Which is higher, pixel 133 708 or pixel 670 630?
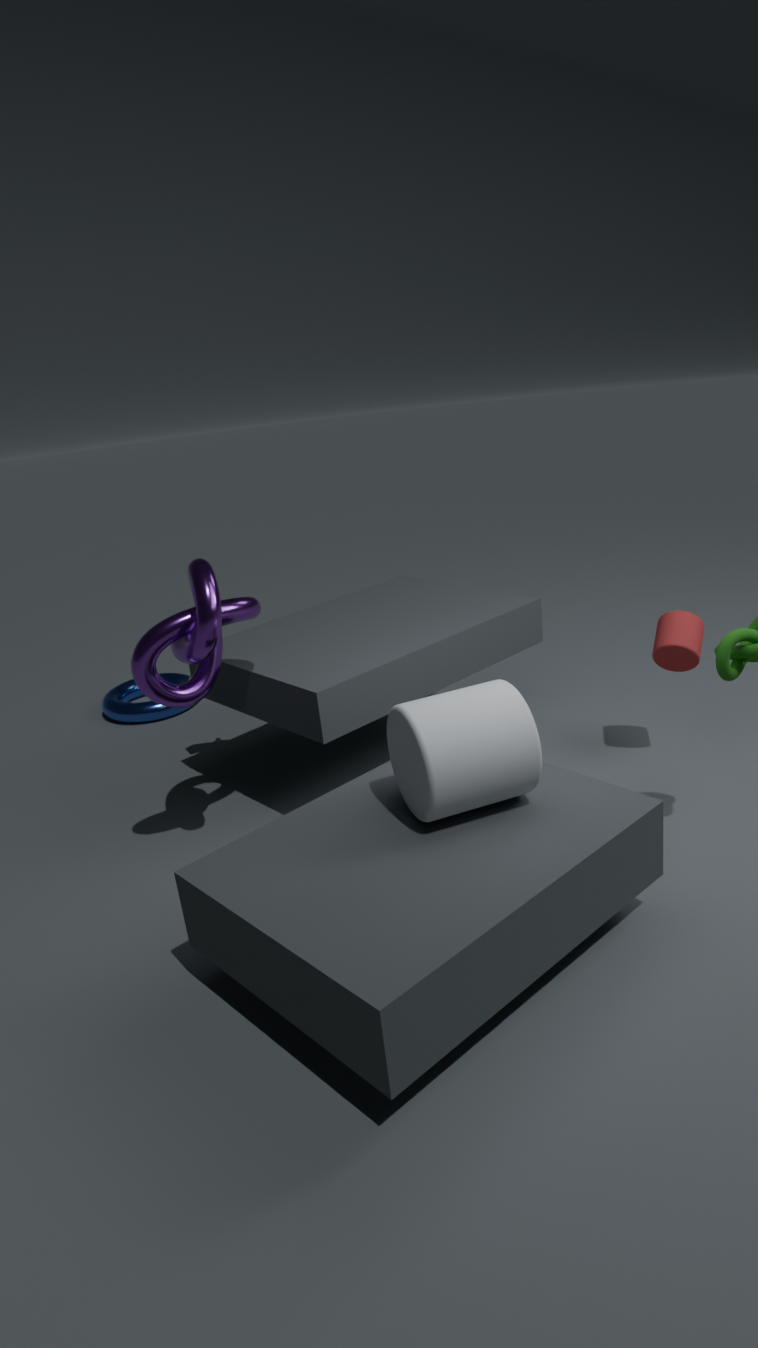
pixel 670 630
